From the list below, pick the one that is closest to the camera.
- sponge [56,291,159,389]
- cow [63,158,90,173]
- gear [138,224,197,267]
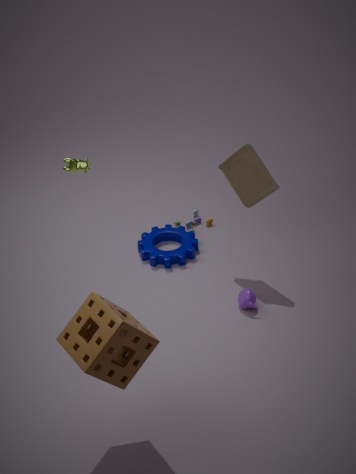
sponge [56,291,159,389]
